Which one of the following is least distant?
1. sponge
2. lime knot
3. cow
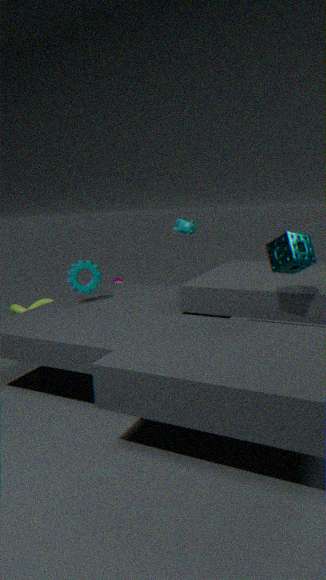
sponge
